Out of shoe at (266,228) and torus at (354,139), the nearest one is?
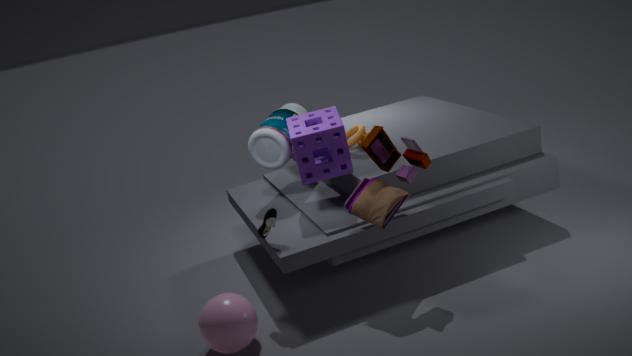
shoe at (266,228)
